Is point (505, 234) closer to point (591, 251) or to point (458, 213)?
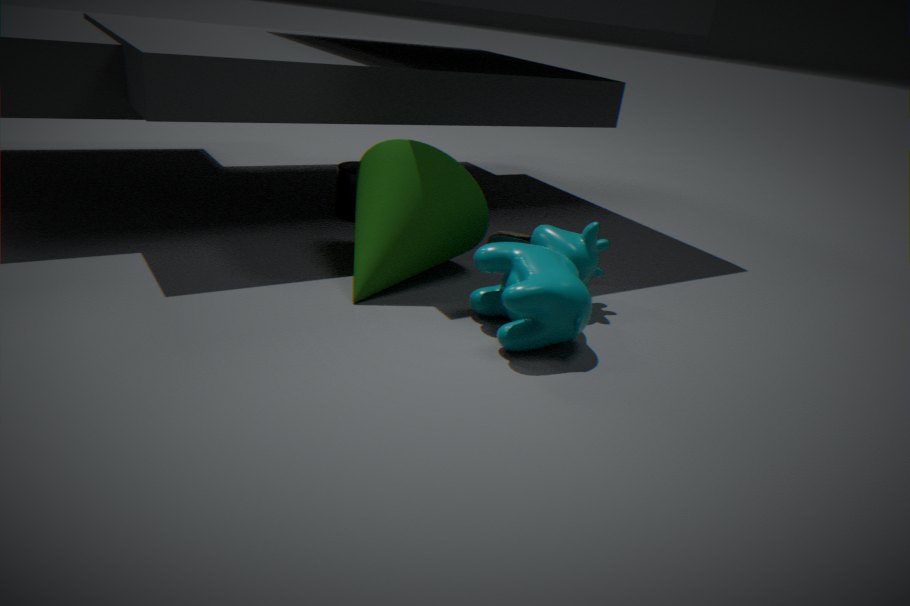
point (591, 251)
